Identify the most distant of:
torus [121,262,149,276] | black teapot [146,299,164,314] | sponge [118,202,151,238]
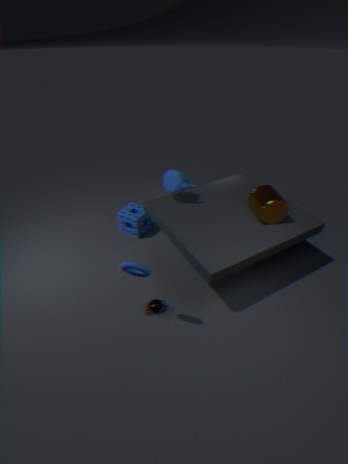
sponge [118,202,151,238]
